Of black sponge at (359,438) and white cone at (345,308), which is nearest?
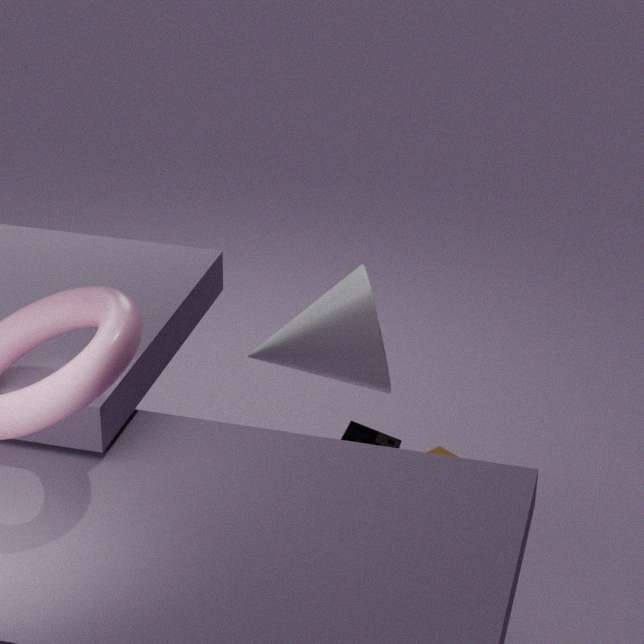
white cone at (345,308)
